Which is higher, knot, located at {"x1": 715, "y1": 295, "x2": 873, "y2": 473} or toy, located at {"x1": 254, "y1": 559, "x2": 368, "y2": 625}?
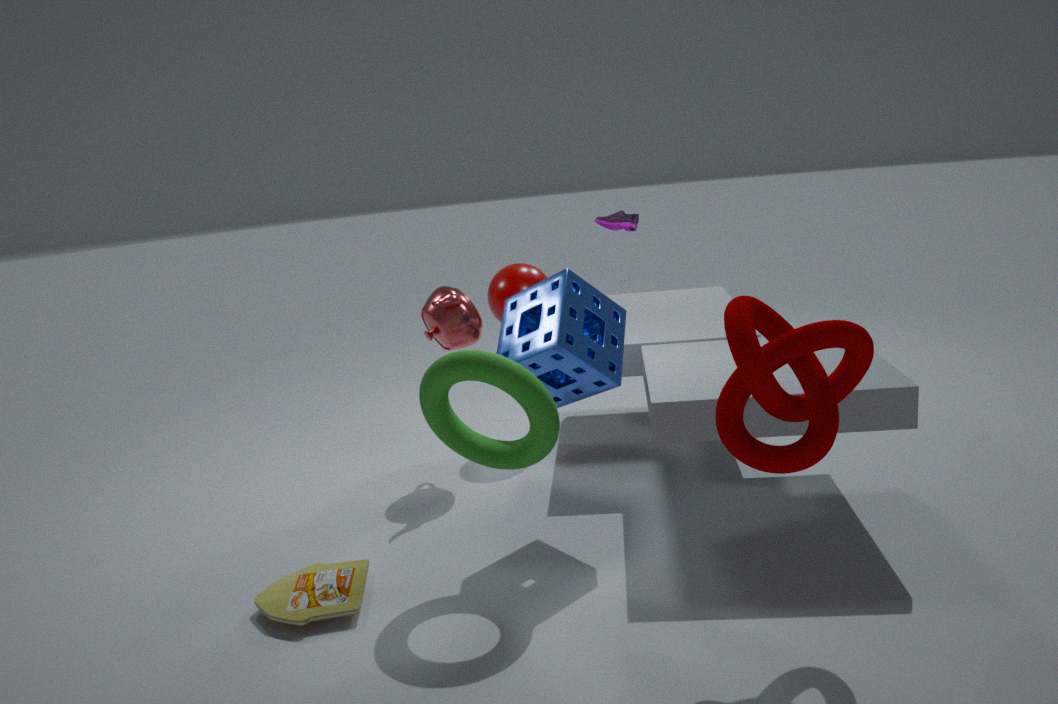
knot, located at {"x1": 715, "y1": 295, "x2": 873, "y2": 473}
